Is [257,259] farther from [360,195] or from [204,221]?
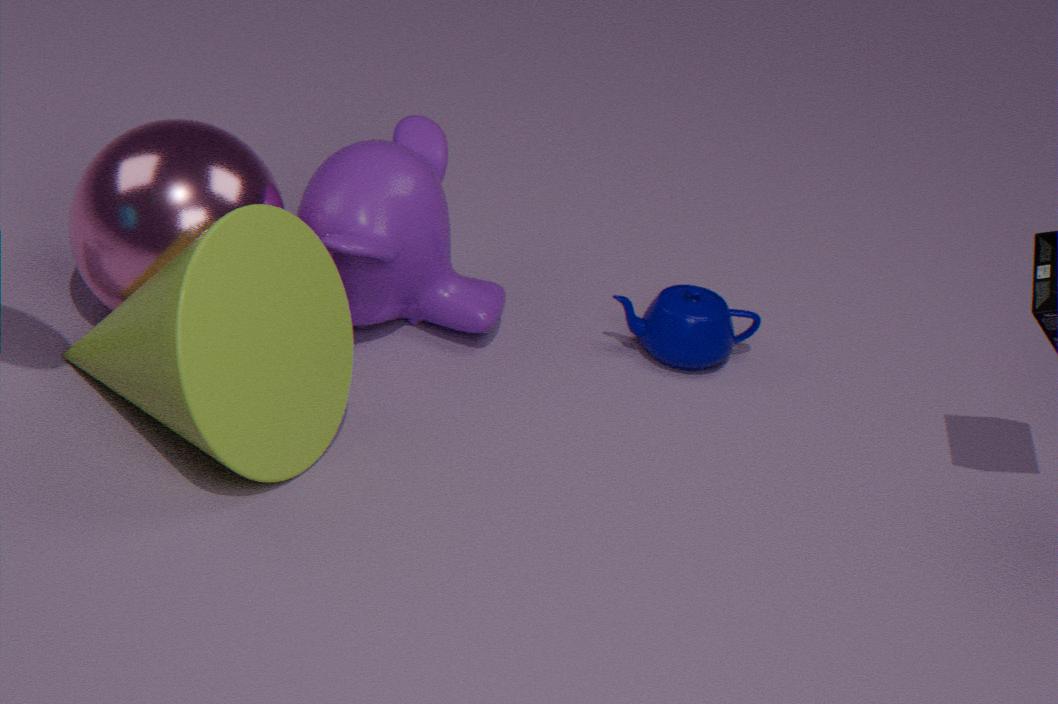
[360,195]
